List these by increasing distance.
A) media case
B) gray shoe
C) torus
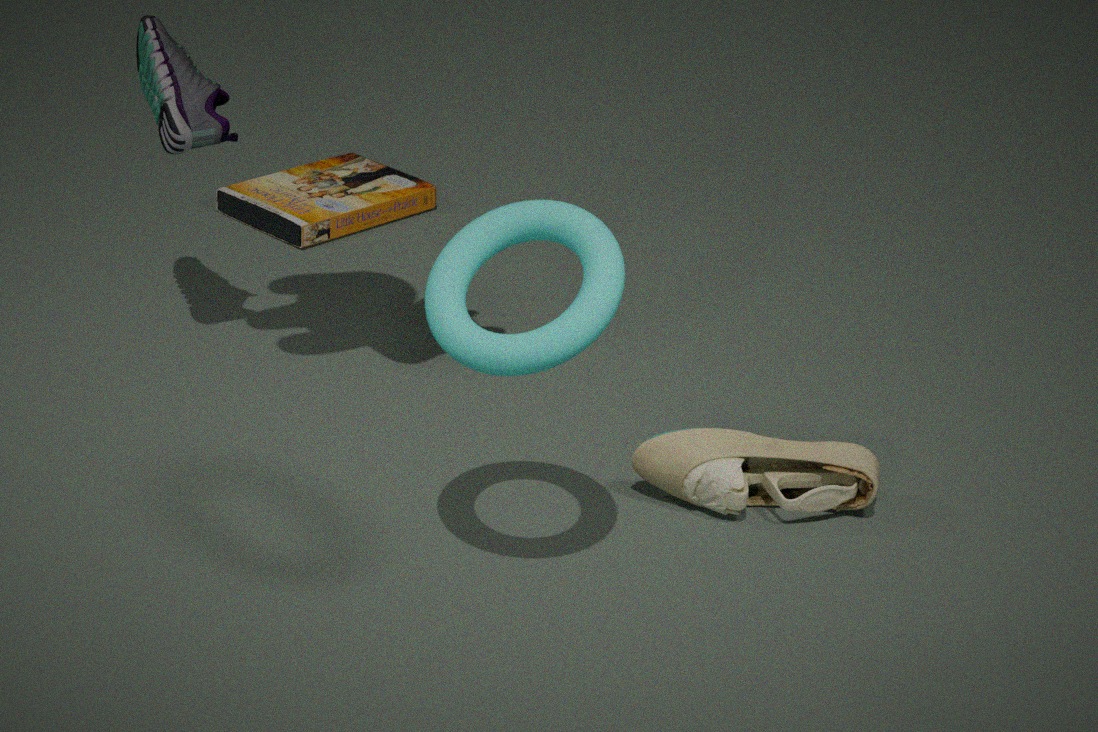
1. C. torus
2. B. gray shoe
3. A. media case
